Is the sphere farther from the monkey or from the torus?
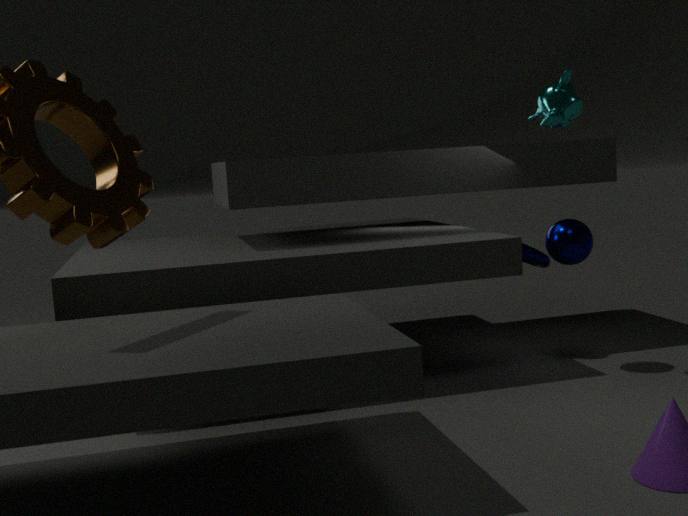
the monkey
